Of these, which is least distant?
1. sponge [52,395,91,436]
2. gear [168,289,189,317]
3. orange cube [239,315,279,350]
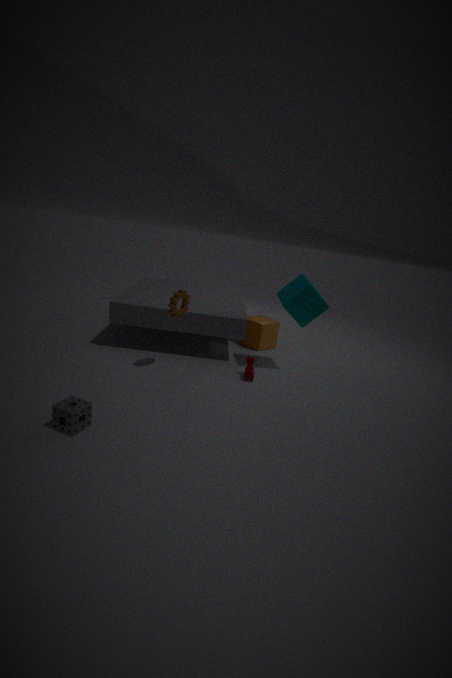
sponge [52,395,91,436]
